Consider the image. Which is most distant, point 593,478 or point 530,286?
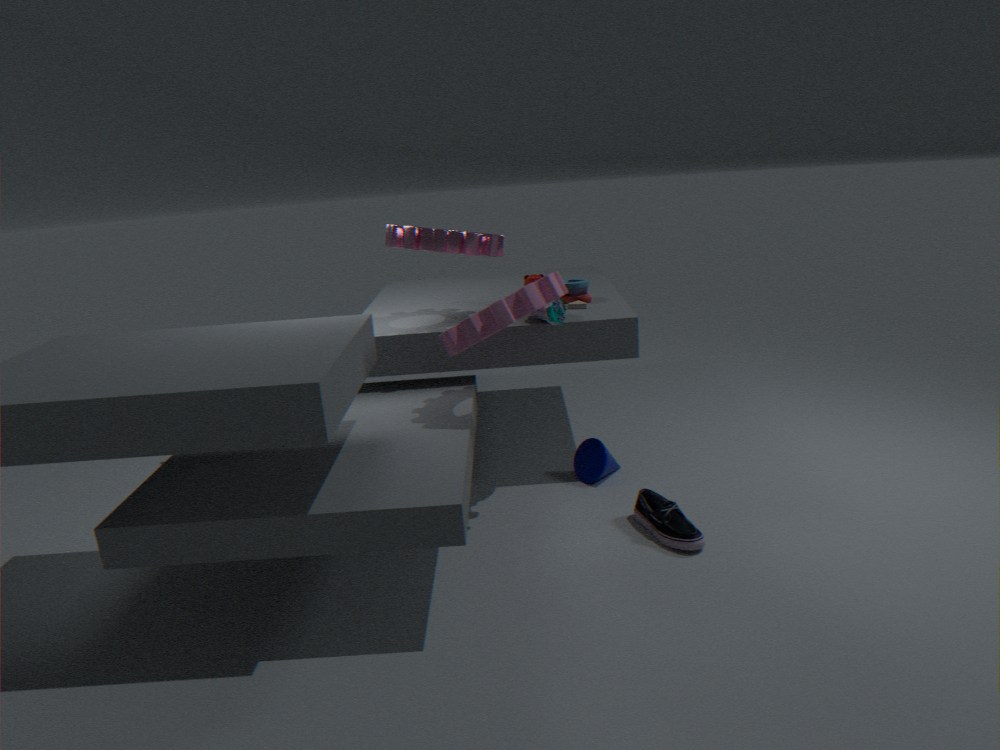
point 593,478
